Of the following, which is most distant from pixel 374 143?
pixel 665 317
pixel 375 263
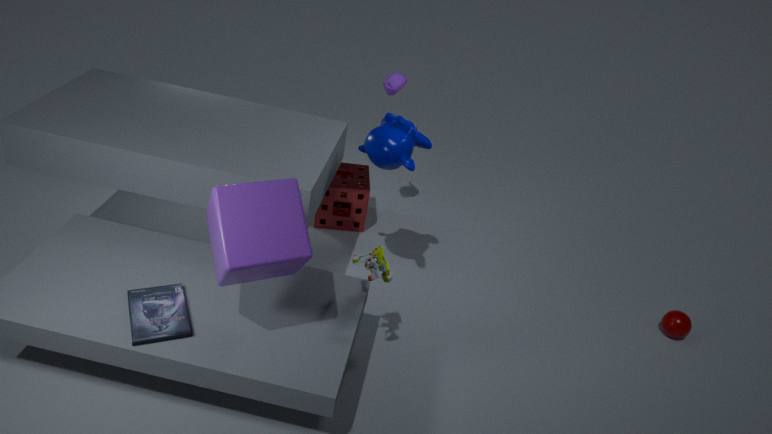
pixel 665 317
